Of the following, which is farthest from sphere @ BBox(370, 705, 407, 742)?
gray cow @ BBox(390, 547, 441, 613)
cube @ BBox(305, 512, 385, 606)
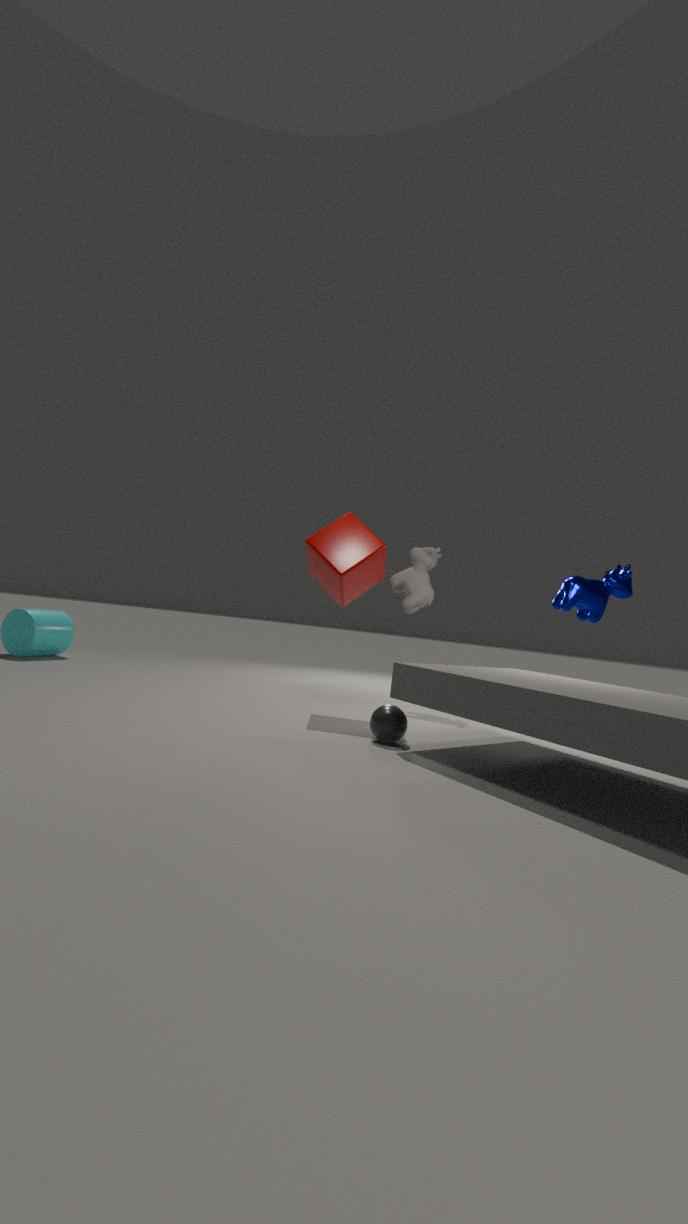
gray cow @ BBox(390, 547, 441, 613)
